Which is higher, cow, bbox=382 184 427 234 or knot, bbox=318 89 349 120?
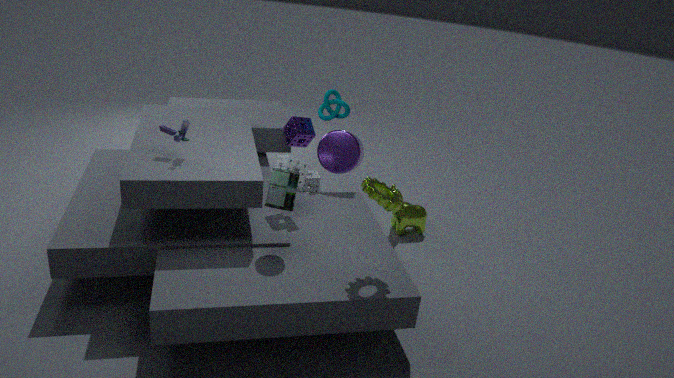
knot, bbox=318 89 349 120
